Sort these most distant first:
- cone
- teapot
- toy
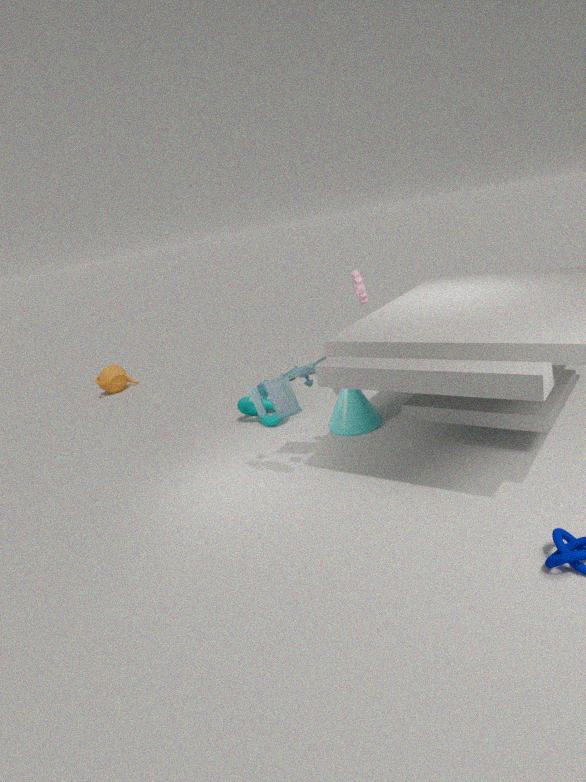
teapot → cone → toy
